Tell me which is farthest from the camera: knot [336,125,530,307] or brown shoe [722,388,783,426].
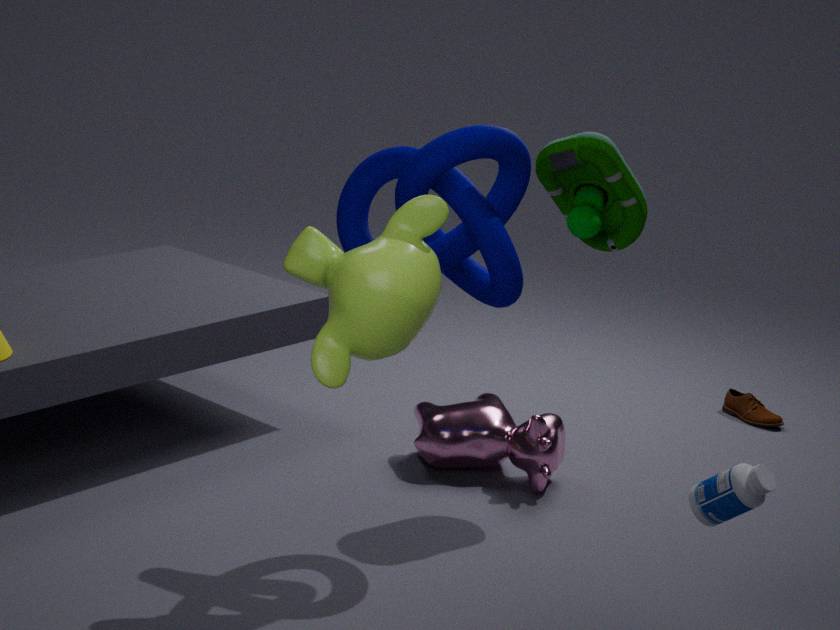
brown shoe [722,388,783,426]
